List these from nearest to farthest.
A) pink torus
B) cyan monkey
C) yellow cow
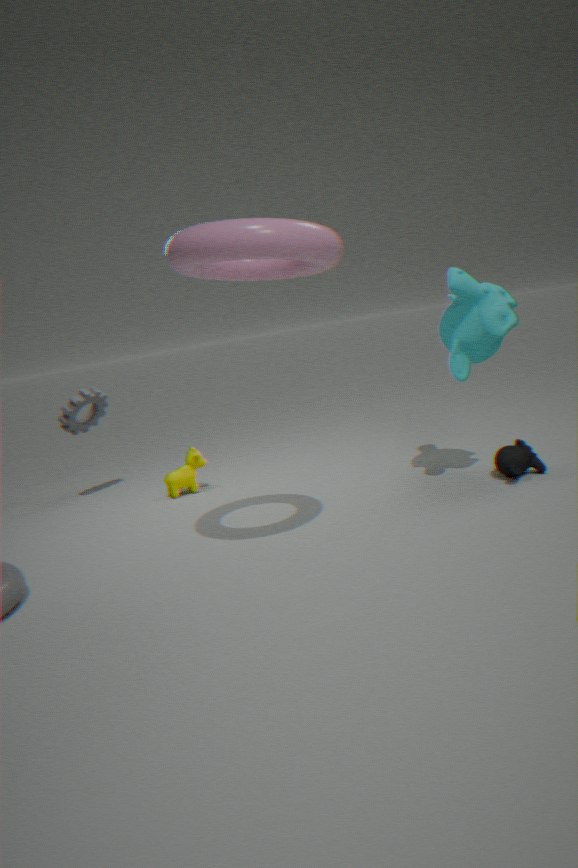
pink torus → cyan monkey → yellow cow
